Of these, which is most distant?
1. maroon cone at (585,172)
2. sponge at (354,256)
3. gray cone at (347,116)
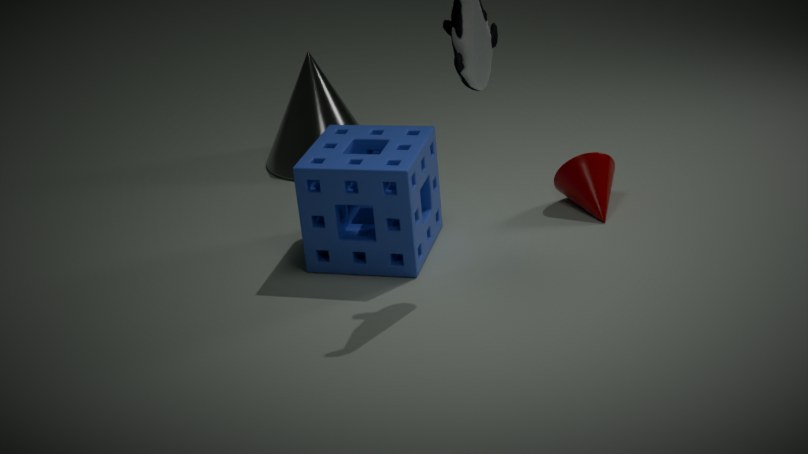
gray cone at (347,116)
